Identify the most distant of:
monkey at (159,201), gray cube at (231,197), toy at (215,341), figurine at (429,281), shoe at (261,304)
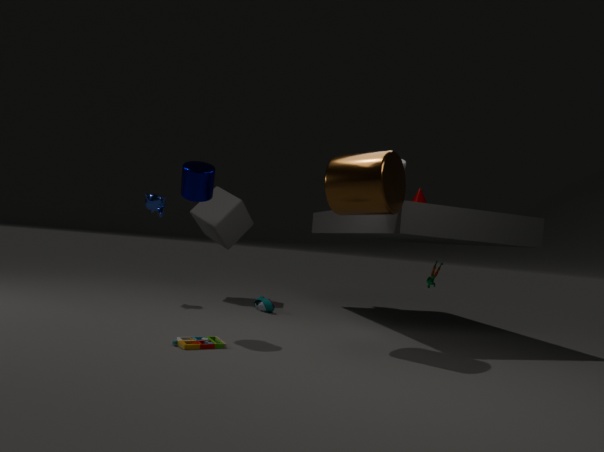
gray cube at (231,197)
